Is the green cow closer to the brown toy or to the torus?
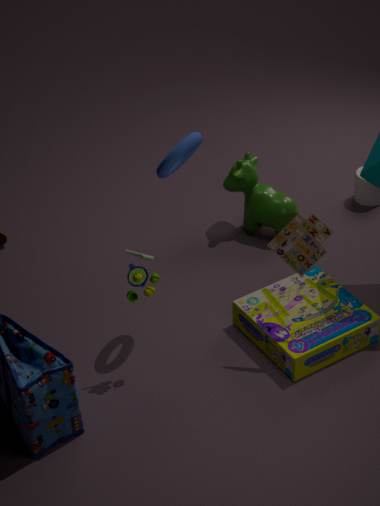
the torus
